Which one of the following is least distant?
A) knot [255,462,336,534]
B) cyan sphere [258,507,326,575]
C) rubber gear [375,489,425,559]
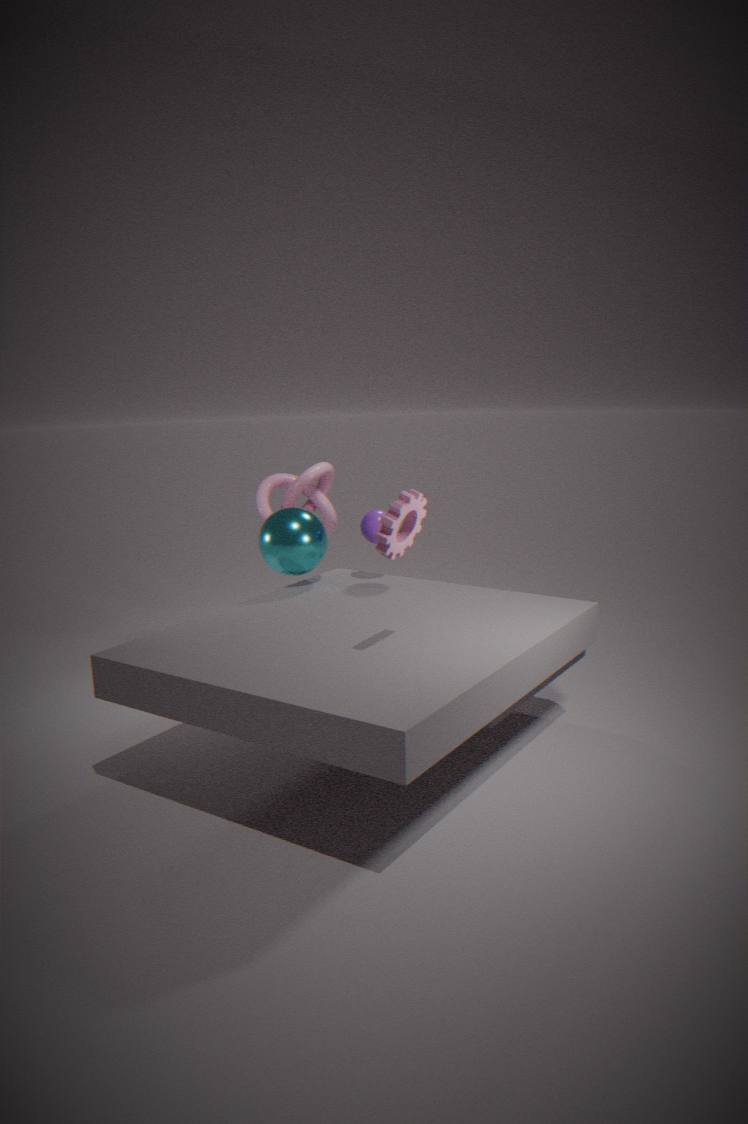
C. rubber gear [375,489,425,559]
